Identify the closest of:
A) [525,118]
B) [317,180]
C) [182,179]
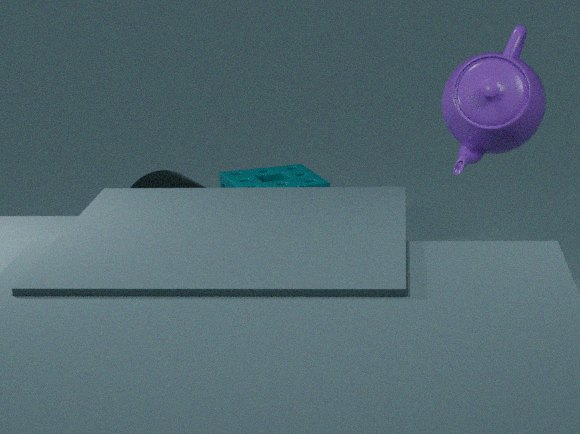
[525,118]
